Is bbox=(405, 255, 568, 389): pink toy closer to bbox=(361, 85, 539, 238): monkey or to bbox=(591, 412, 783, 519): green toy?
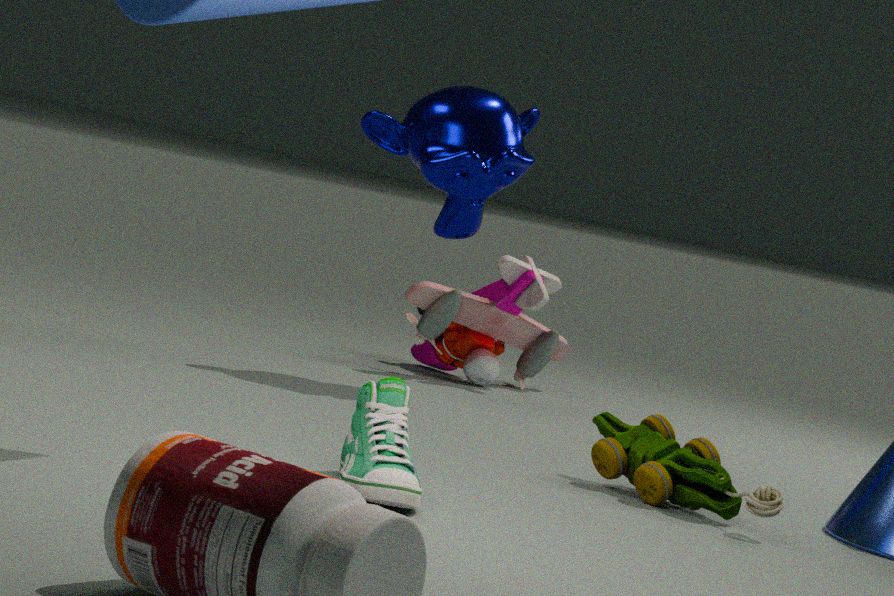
bbox=(361, 85, 539, 238): monkey
